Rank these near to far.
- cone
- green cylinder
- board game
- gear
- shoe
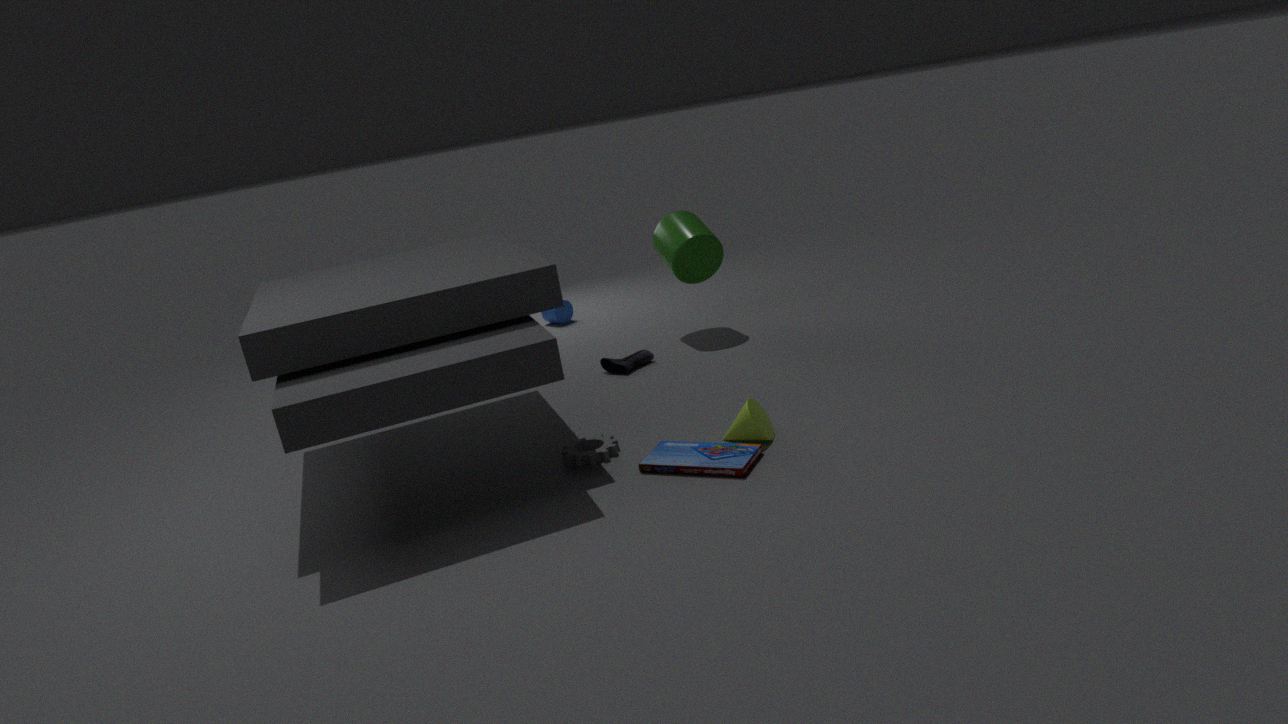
board game → cone → gear → shoe → green cylinder
